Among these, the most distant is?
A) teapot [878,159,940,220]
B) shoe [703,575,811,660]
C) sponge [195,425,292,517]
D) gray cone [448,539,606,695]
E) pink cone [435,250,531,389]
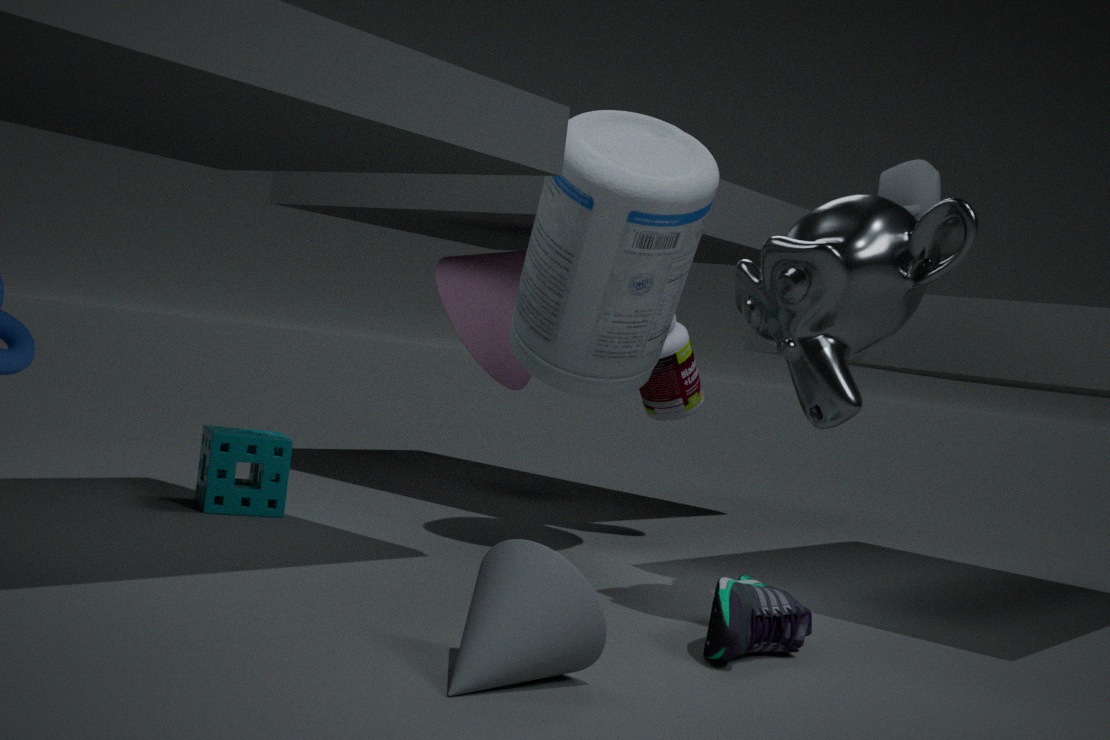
pink cone [435,250,531,389]
